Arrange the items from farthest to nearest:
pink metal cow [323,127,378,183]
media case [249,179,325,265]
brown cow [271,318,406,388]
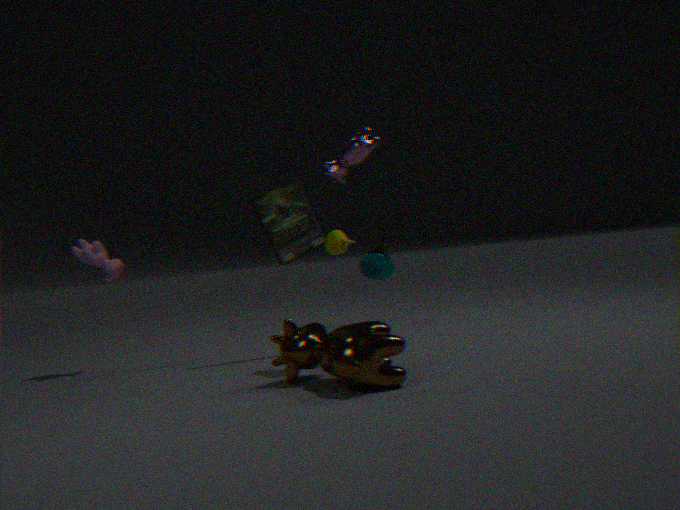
media case [249,179,325,265] → pink metal cow [323,127,378,183] → brown cow [271,318,406,388]
